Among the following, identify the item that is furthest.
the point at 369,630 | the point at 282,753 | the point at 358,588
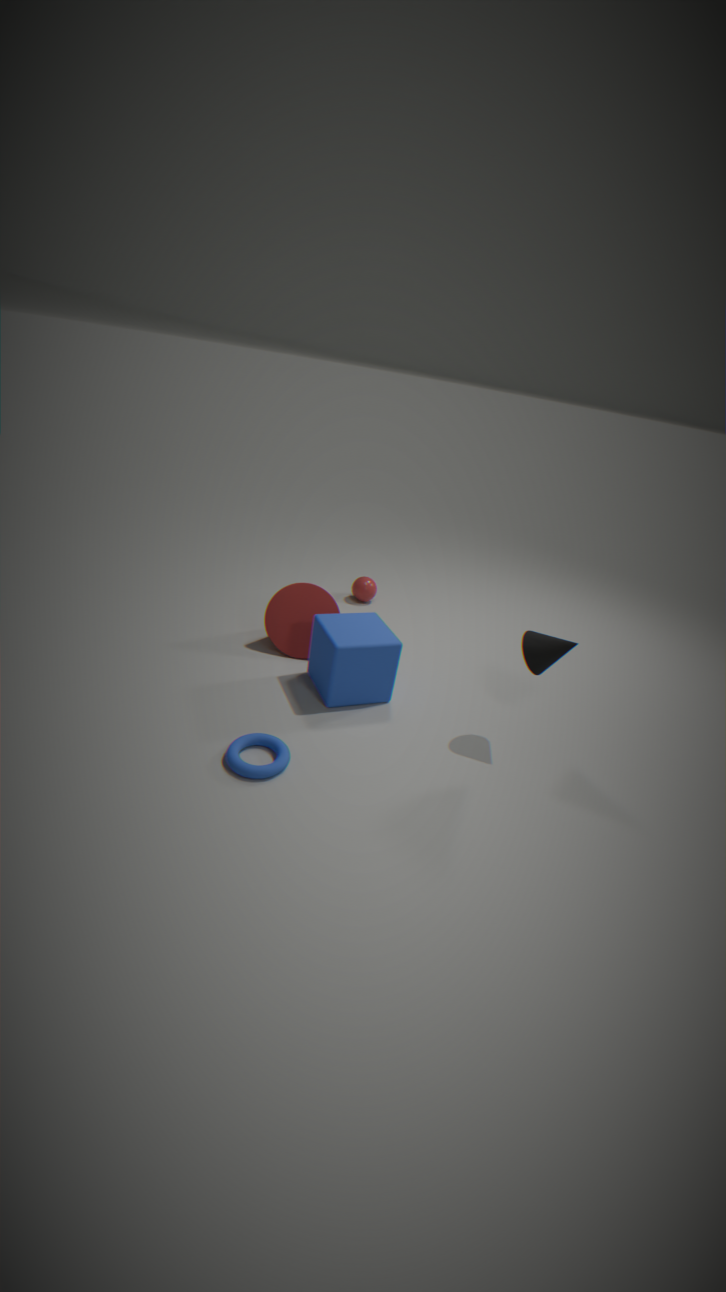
the point at 358,588
